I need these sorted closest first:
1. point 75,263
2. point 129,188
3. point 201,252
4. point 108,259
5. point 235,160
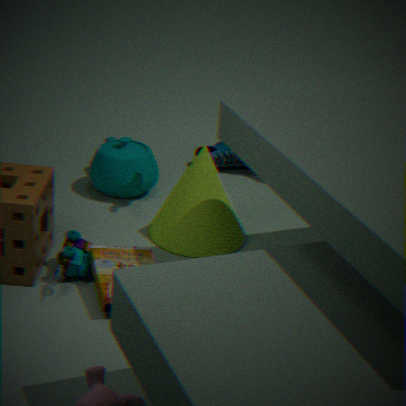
point 75,263 → point 108,259 → point 201,252 → point 129,188 → point 235,160
